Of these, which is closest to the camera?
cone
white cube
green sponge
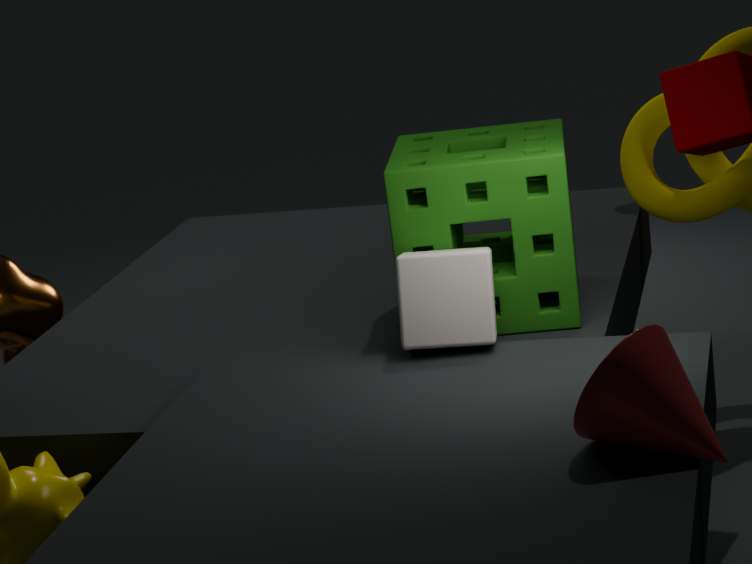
cone
